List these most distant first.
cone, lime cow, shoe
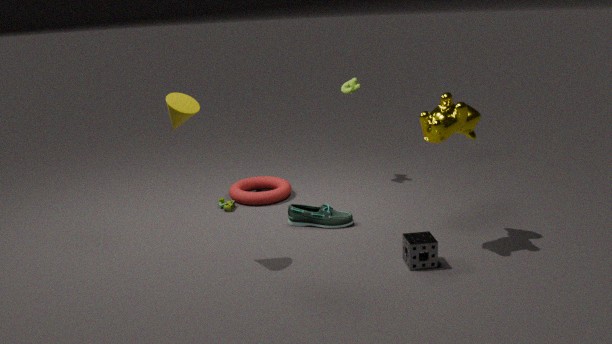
lime cow
shoe
cone
